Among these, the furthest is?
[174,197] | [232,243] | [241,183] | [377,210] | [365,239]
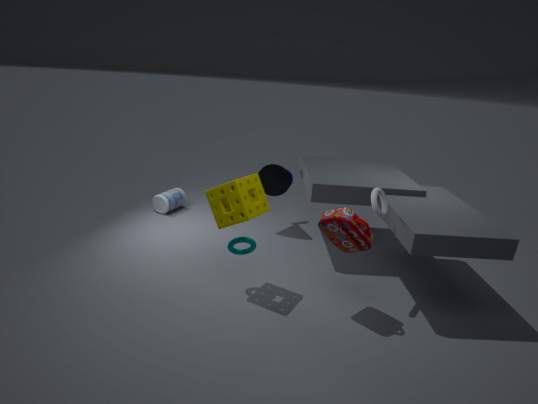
[174,197]
